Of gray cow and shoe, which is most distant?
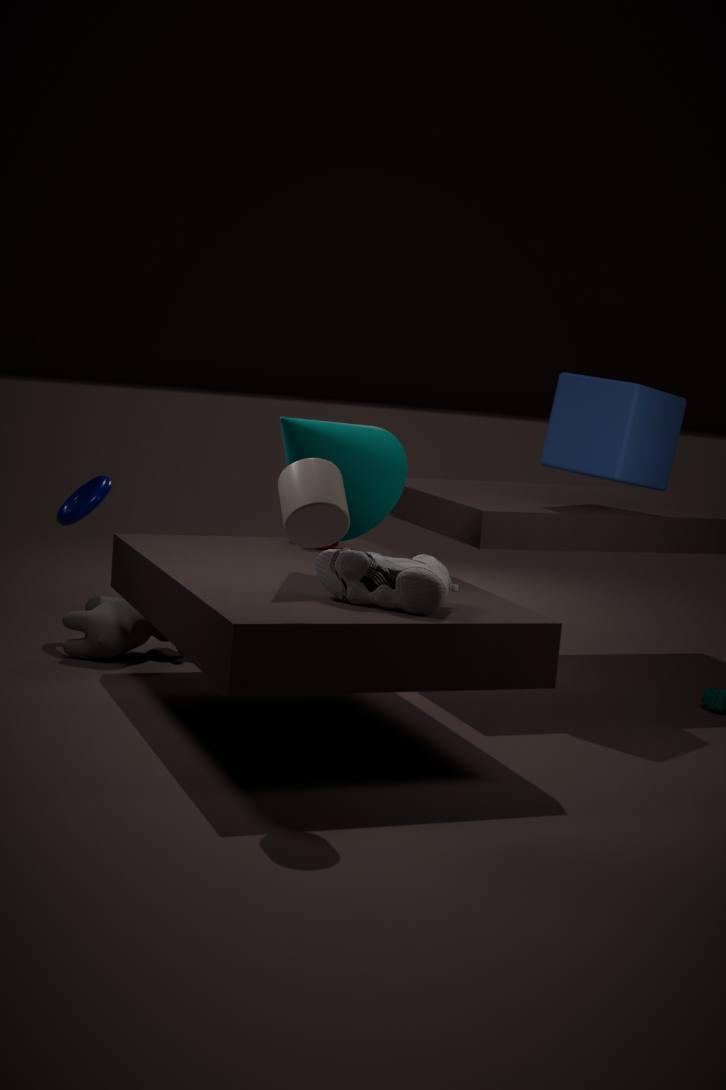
gray cow
